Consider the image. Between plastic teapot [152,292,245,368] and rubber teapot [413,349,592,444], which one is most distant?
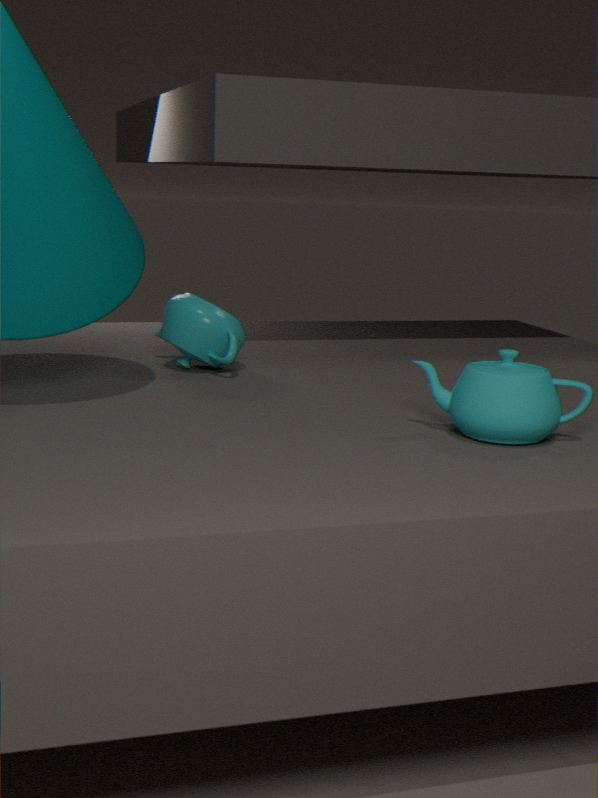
plastic teapot [152,292,245,368]
